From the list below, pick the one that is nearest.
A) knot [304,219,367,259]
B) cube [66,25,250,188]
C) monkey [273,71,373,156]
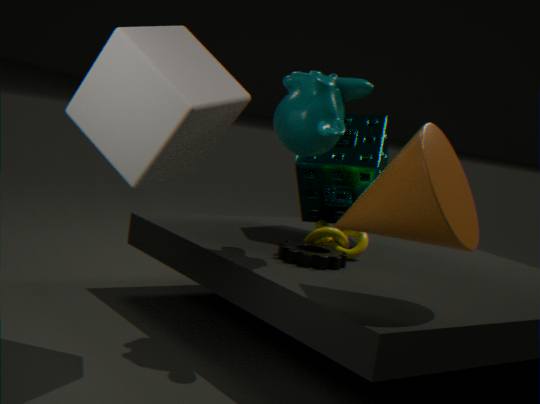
cube [66,25,250,188]
